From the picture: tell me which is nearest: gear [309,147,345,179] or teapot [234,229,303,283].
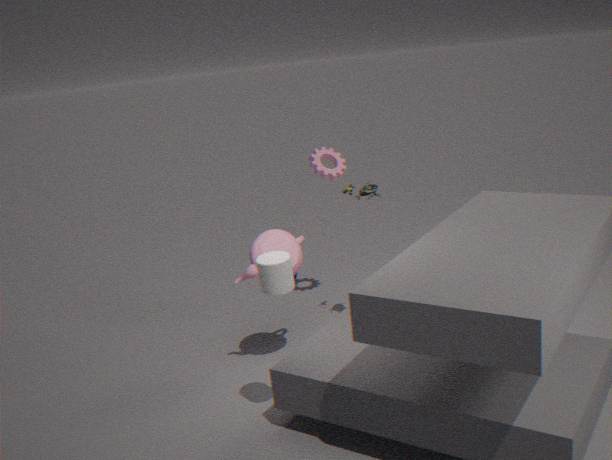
teapot [234,229,303,283]
